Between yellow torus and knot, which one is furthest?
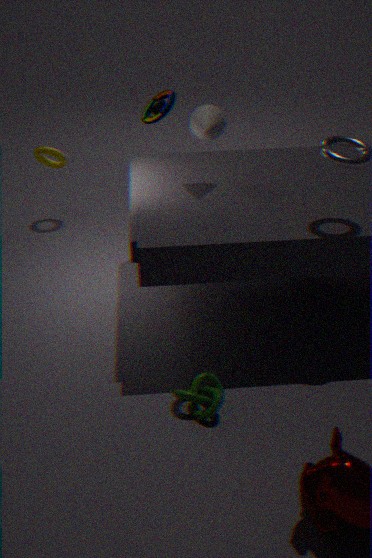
yellow torus
